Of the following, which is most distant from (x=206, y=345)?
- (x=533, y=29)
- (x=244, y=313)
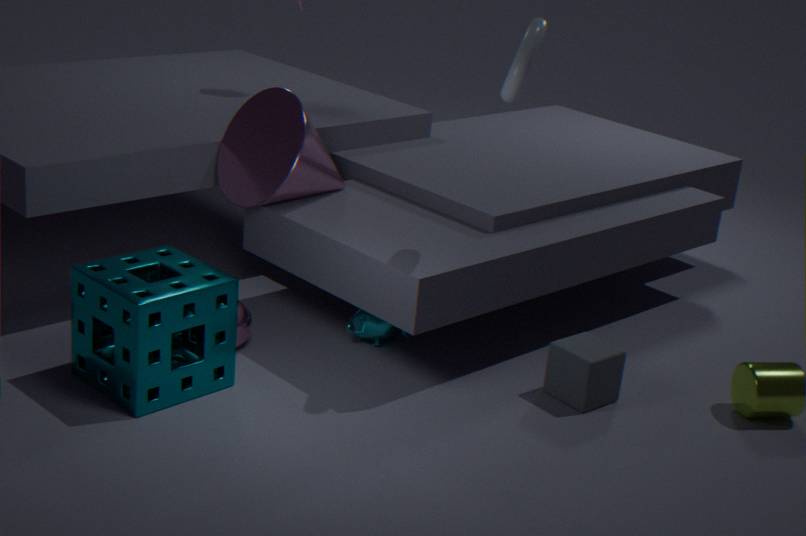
(x=533, y=29)
